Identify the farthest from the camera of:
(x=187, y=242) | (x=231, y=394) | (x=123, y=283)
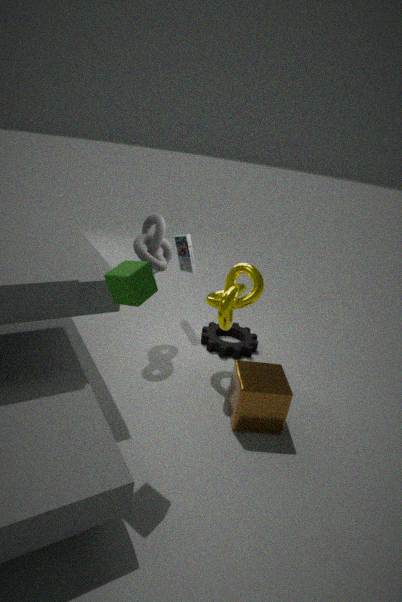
(x=187, y=242)
